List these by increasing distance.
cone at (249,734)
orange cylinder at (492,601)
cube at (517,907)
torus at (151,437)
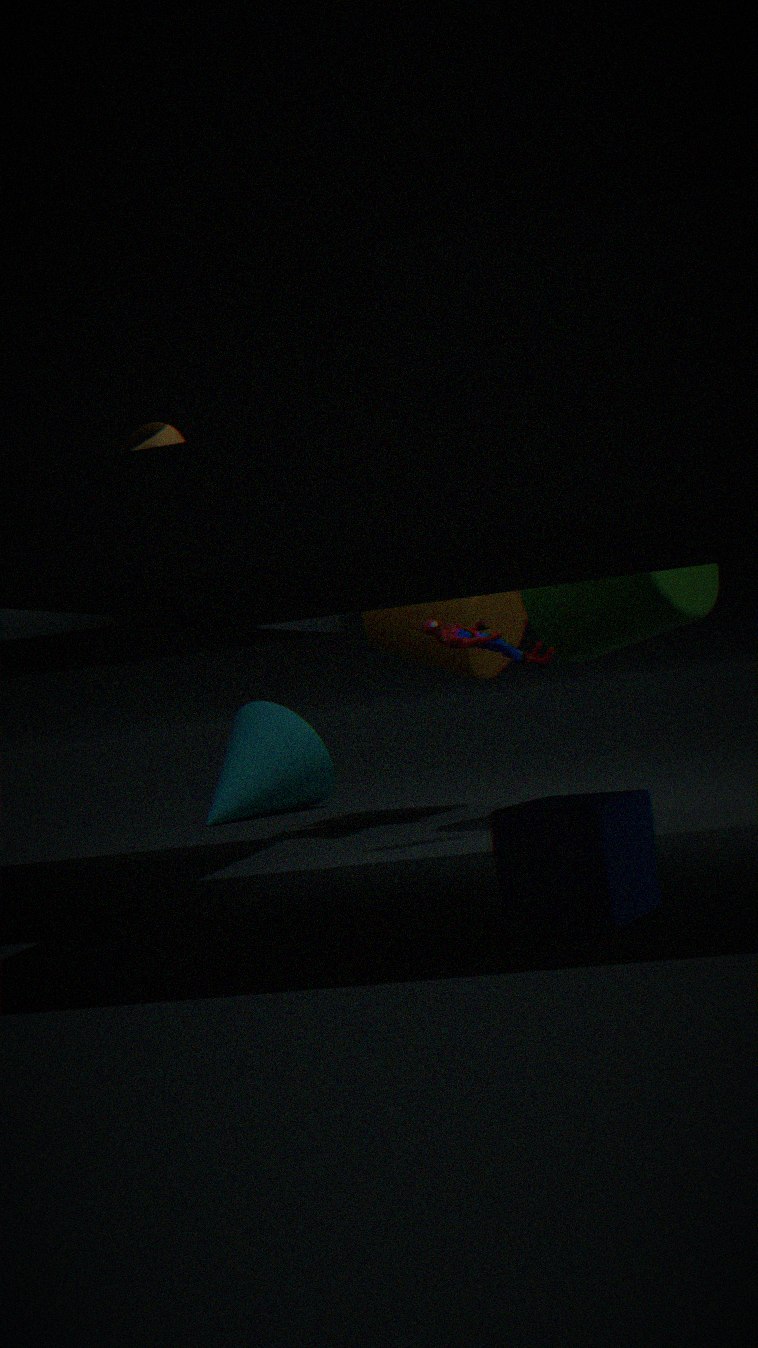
1. cube at (517,907)
2. torus at (151,437)
3. orange cylinder at (492,601)
4. cone at (249,734)
